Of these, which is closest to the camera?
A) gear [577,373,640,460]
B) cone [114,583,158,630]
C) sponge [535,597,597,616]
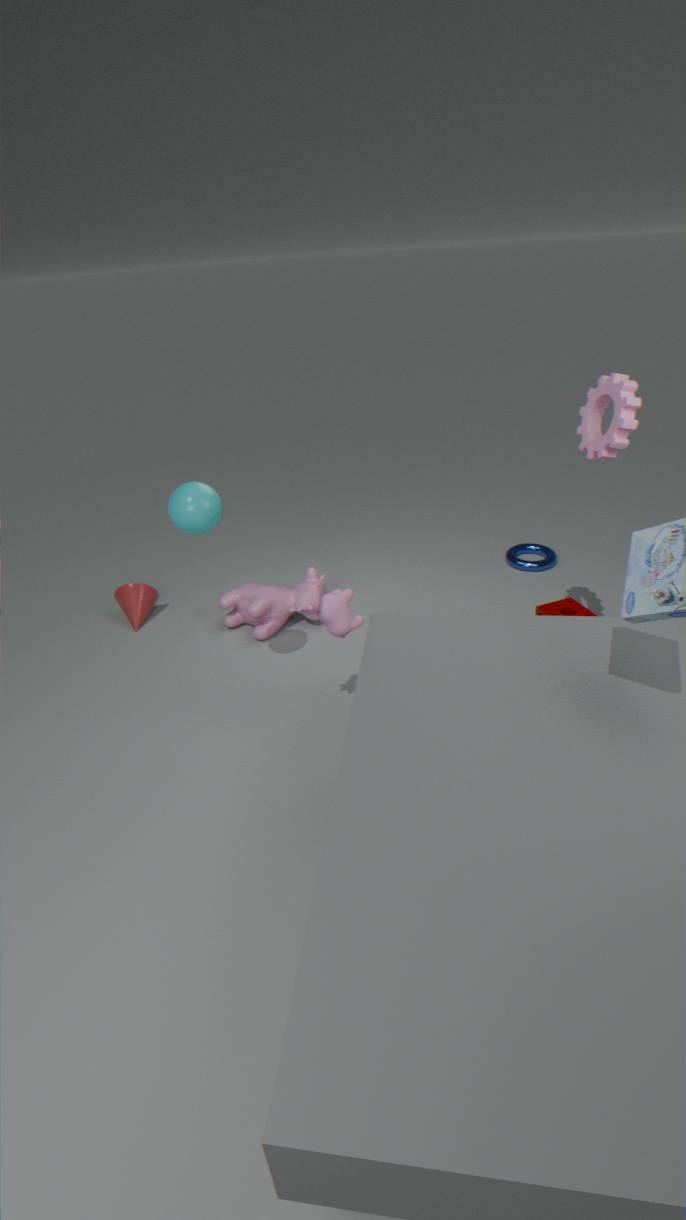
gear [577,373,640,460]
